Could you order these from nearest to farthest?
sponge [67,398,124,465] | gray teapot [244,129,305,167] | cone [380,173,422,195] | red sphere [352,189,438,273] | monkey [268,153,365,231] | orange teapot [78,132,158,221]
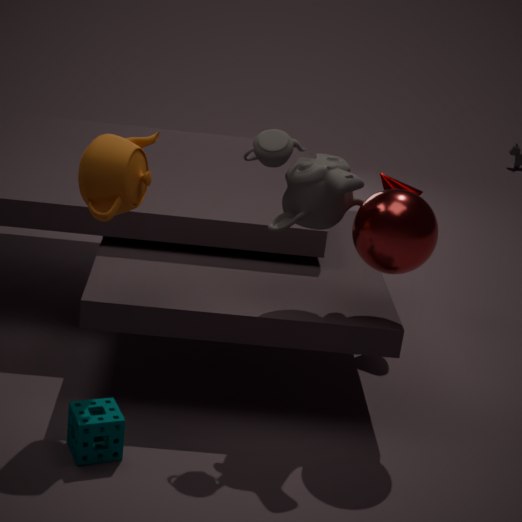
sponge [67,398,124,465] < orange teapot [78,132,158,221] < red sphere [352,189,438,273] < monkey [268,153,365,231] < gray teapot [244,129,305,167] < cone [380,173,422,195]
